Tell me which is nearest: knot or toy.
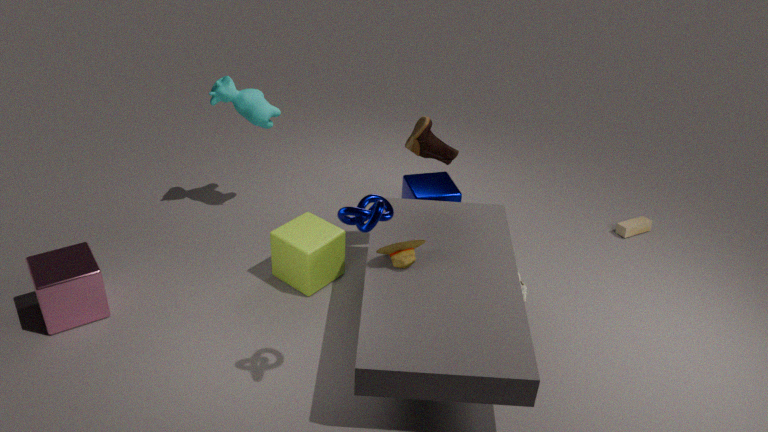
knot
